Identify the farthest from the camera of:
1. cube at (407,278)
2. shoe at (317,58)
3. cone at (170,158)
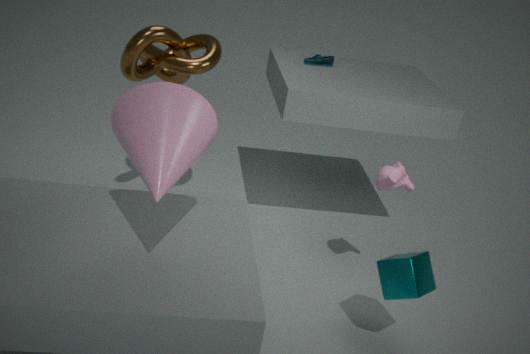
shoe at (317,58)
